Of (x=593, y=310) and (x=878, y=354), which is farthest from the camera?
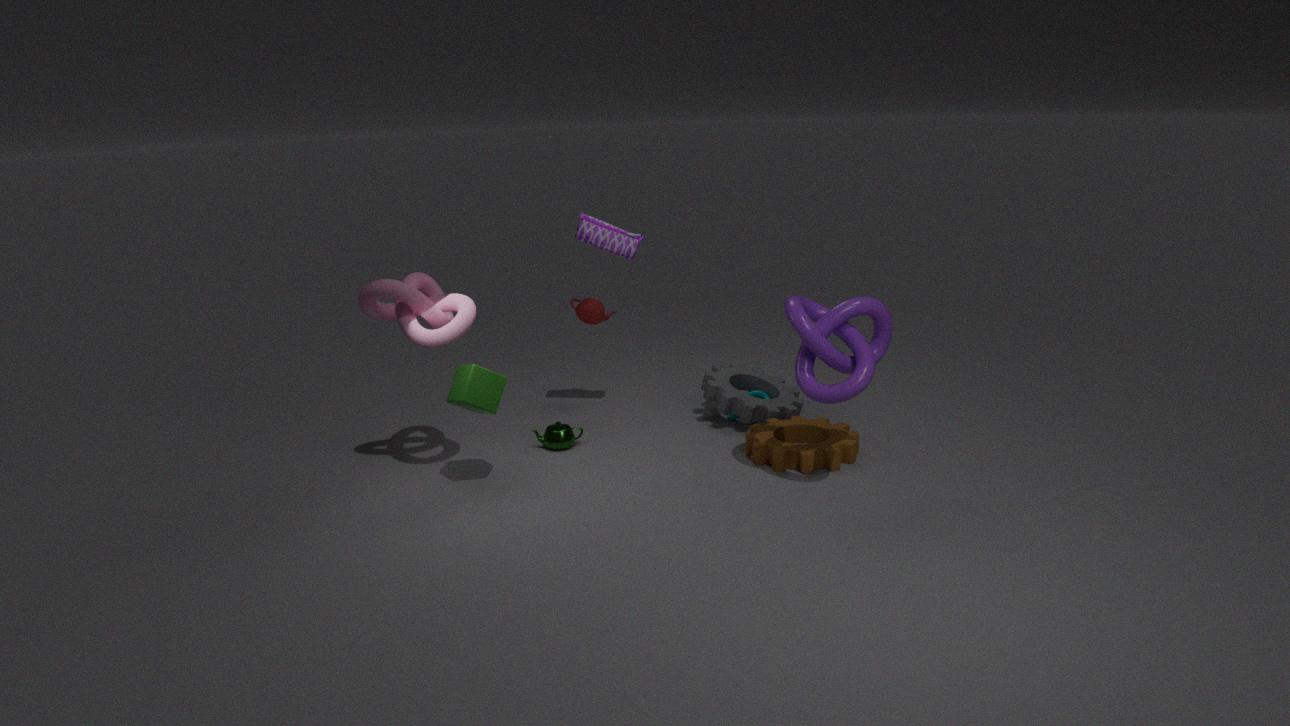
(x=593, y=310)
